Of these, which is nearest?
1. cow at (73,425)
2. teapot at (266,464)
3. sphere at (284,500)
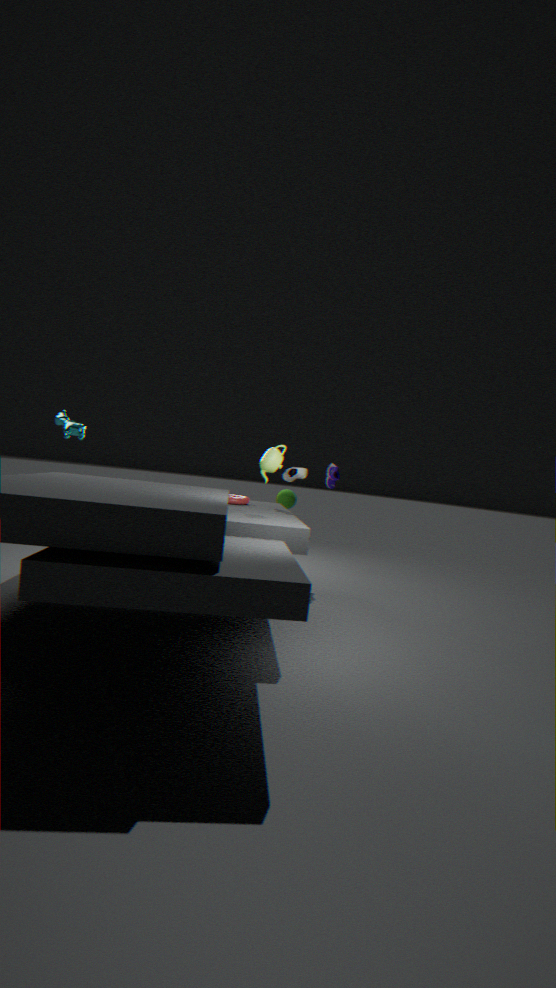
teapot at (266,464)
